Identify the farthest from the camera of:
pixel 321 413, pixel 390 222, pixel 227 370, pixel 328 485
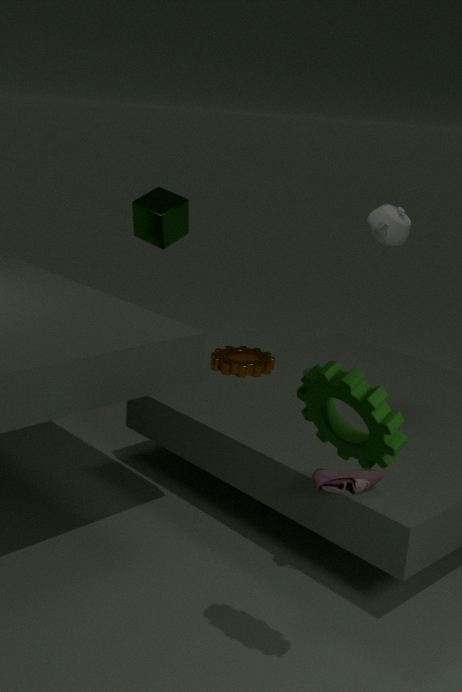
pixel 227 370
